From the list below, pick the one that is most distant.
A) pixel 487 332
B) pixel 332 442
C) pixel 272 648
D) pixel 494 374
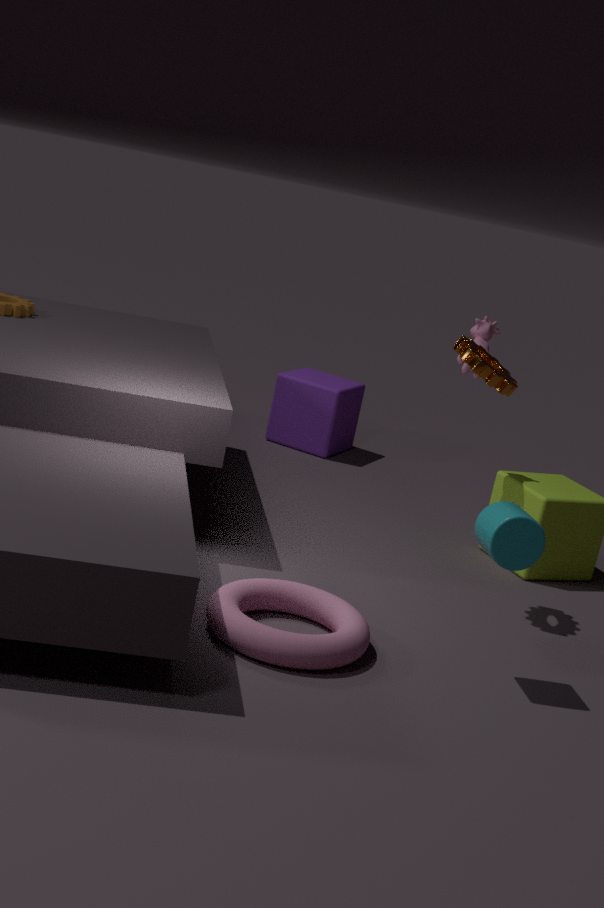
pixel 332 442
